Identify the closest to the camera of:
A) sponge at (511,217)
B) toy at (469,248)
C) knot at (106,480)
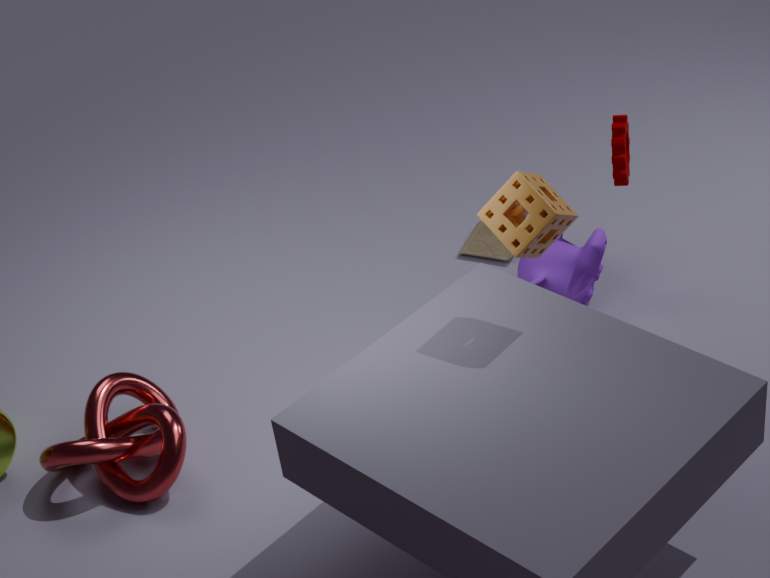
sponge at (511,217)
